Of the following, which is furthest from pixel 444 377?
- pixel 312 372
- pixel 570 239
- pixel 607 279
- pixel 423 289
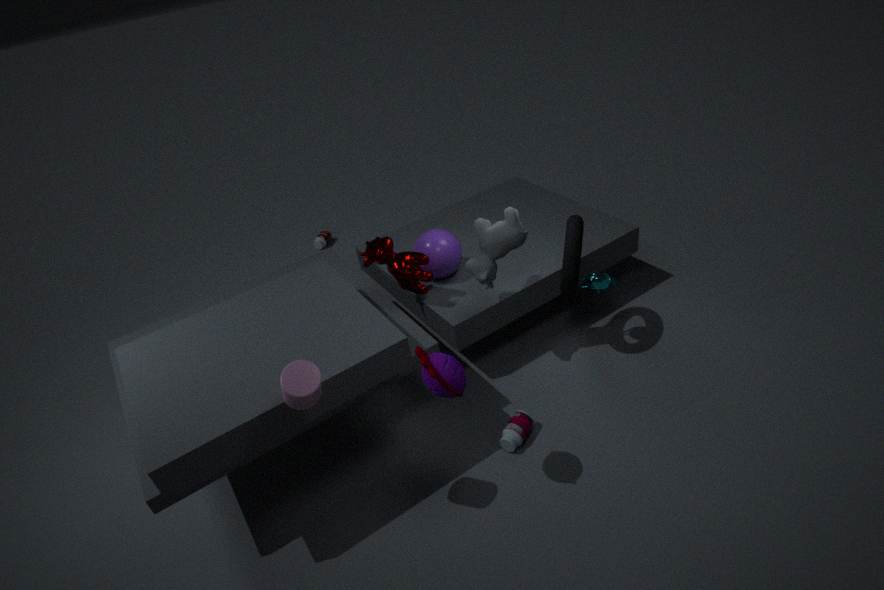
pixel 607 279
